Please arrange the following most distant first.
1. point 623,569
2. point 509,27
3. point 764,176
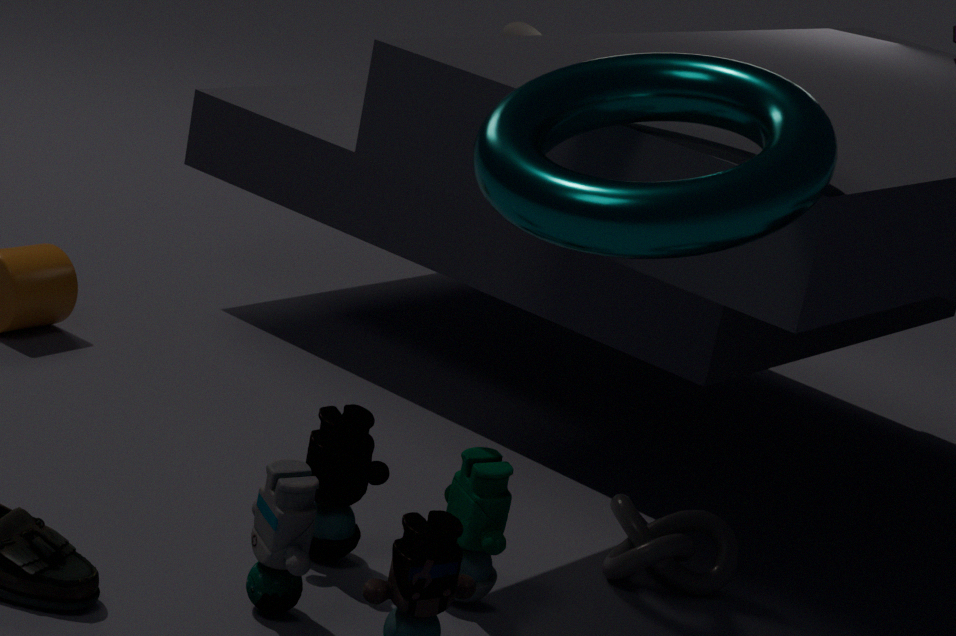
point 509,27
point 623,569
point 764,176
